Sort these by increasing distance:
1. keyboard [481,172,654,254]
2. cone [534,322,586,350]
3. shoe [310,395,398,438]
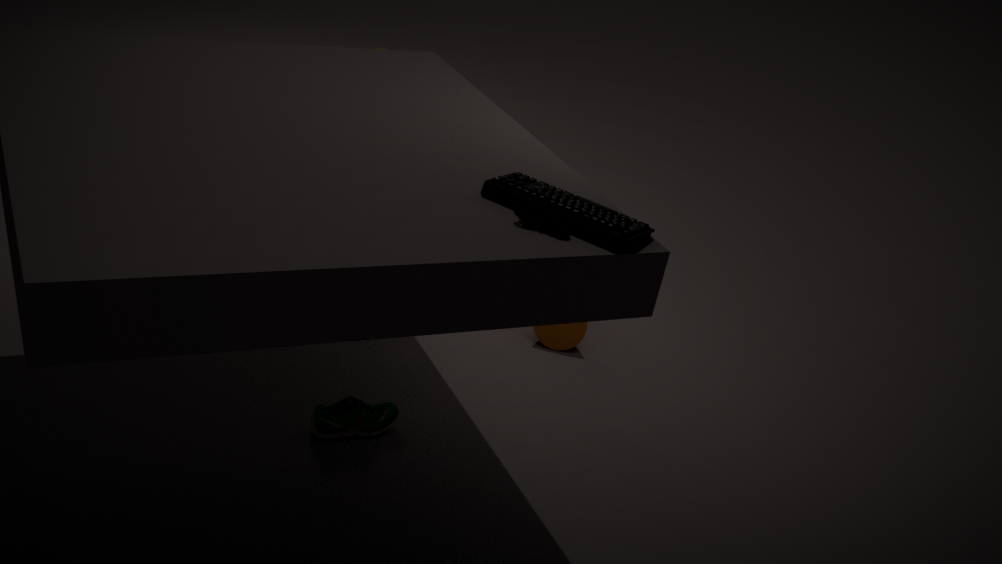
keyboard [481,172,654,254]
shoe [310,395,398,438]
cone [534,322,586,350]
